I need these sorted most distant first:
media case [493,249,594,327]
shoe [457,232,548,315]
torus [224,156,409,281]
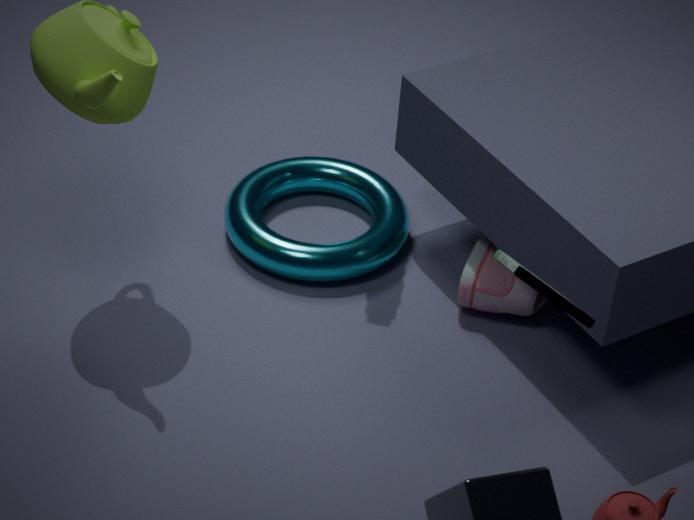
torus [224,156,409,281]
shoe [457,232,548,315]
media case [493,249,594,327]
